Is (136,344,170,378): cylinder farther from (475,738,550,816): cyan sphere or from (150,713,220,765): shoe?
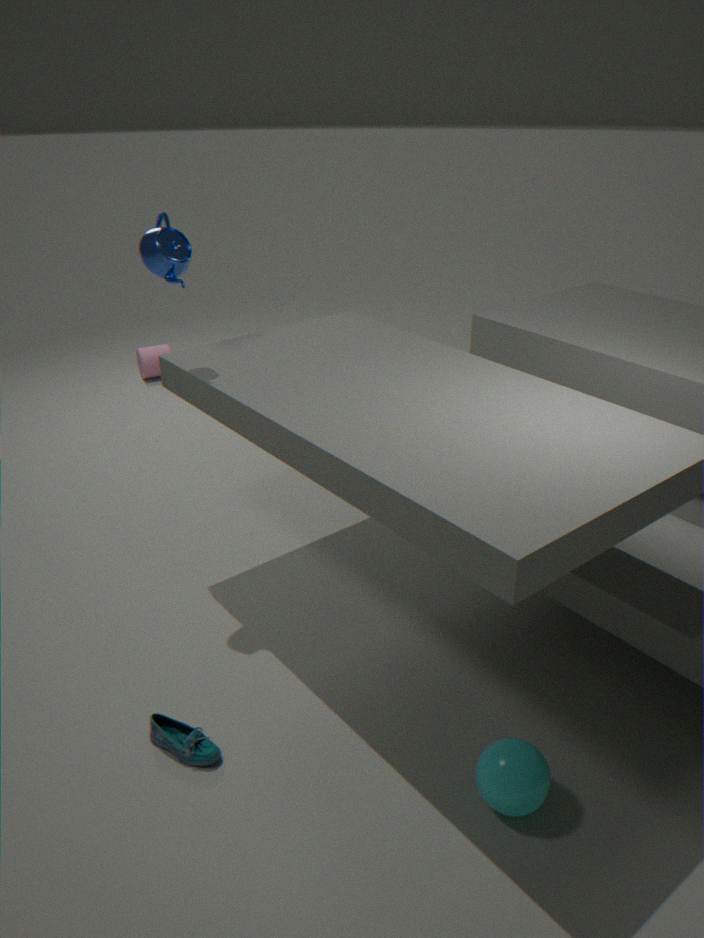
(475,738,550,816): cyan sphere
